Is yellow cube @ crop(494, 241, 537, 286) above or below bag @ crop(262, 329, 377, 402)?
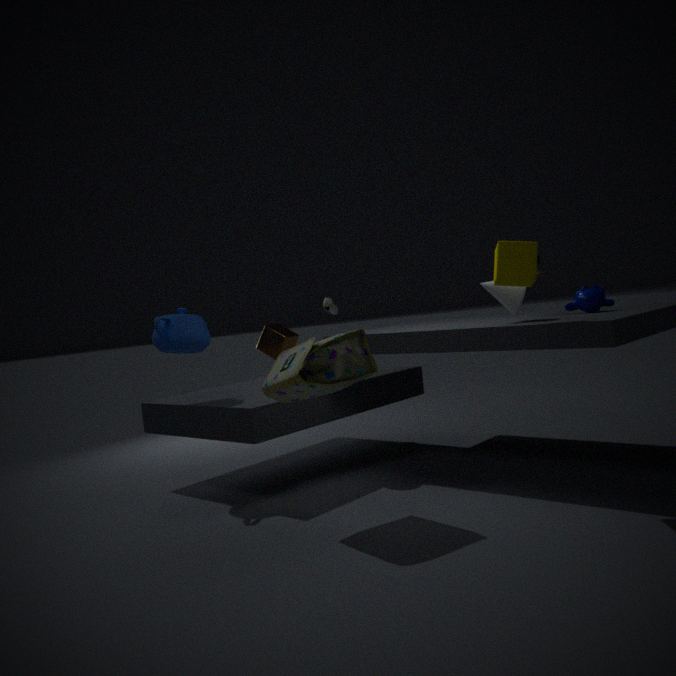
above
